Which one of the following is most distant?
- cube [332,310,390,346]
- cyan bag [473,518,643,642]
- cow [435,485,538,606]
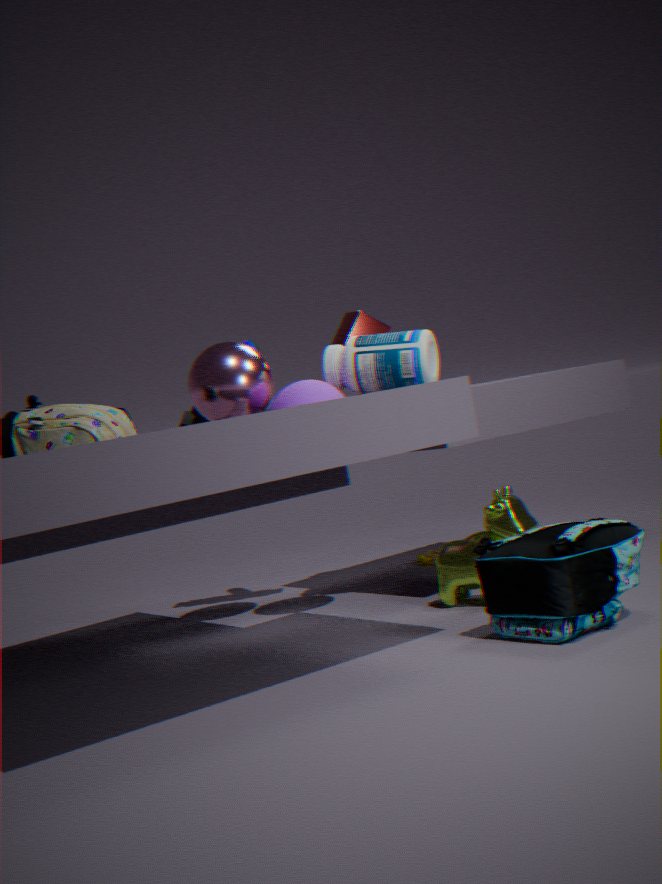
cube [332,310,390,346]
